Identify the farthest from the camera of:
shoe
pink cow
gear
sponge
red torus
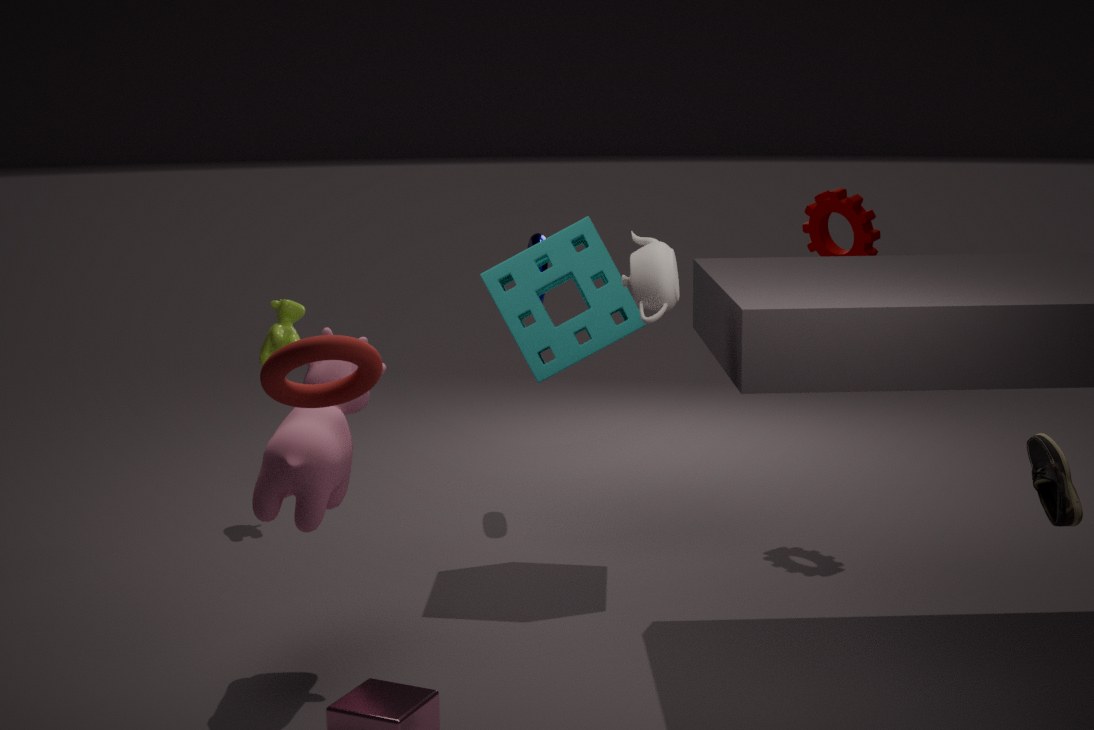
gear
